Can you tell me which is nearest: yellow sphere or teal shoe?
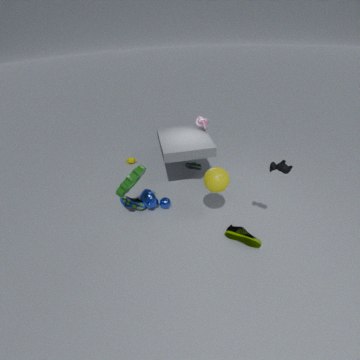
yellow sphere
